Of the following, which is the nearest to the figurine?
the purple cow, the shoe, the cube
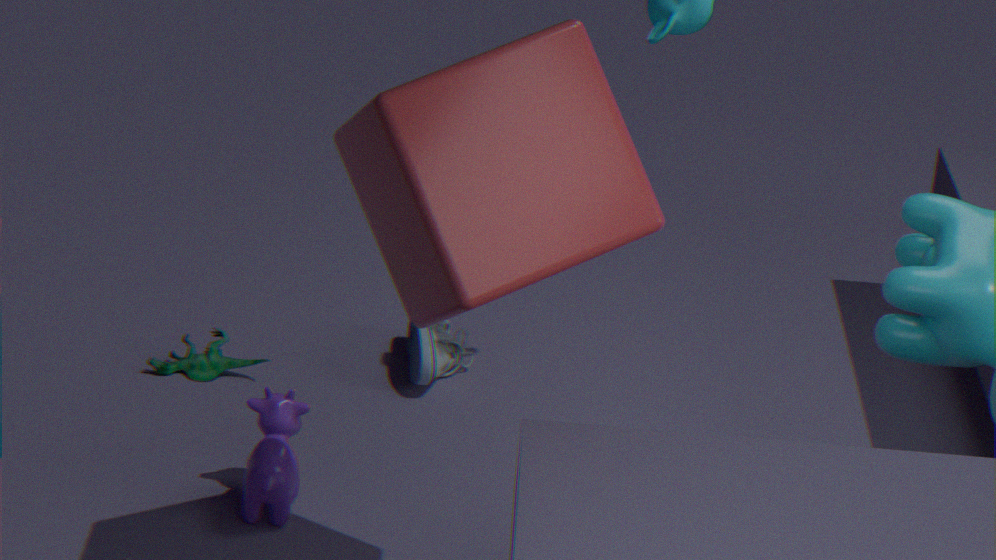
the shoe
